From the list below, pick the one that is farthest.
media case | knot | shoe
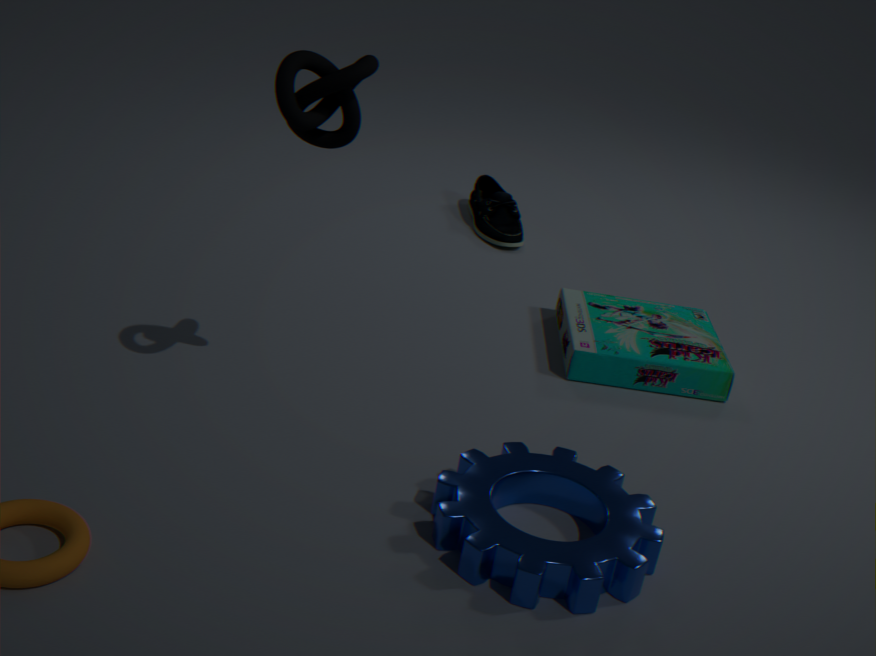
shoe
